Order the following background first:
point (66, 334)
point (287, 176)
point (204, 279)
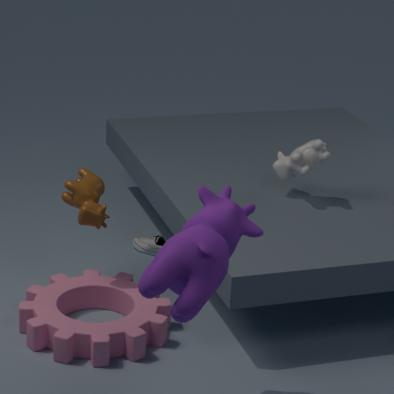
1. point (287, 176)
2. point (66, 334)
3. point (204, 279)
